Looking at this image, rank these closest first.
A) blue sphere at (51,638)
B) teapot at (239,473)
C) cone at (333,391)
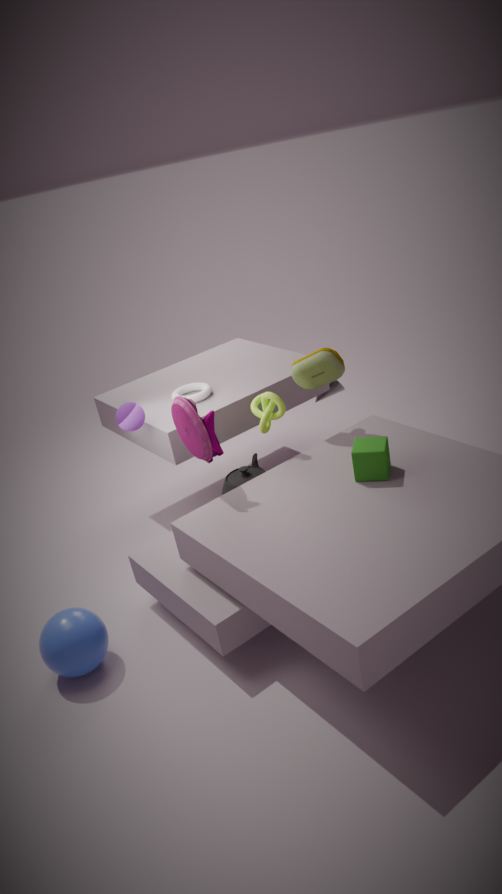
blue sphere at (51,638) → teapot at (239,473) → cone at (333,391)
